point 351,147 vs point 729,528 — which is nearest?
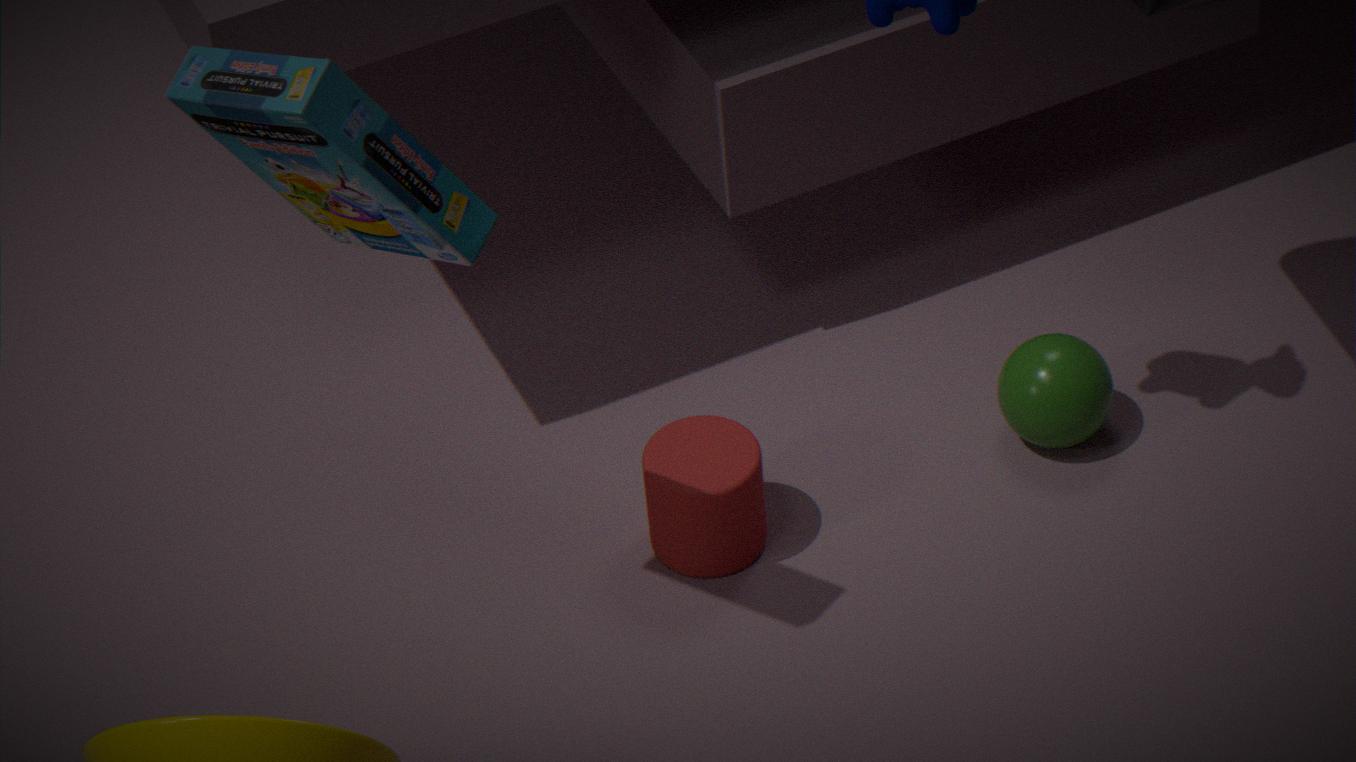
point 351,147
